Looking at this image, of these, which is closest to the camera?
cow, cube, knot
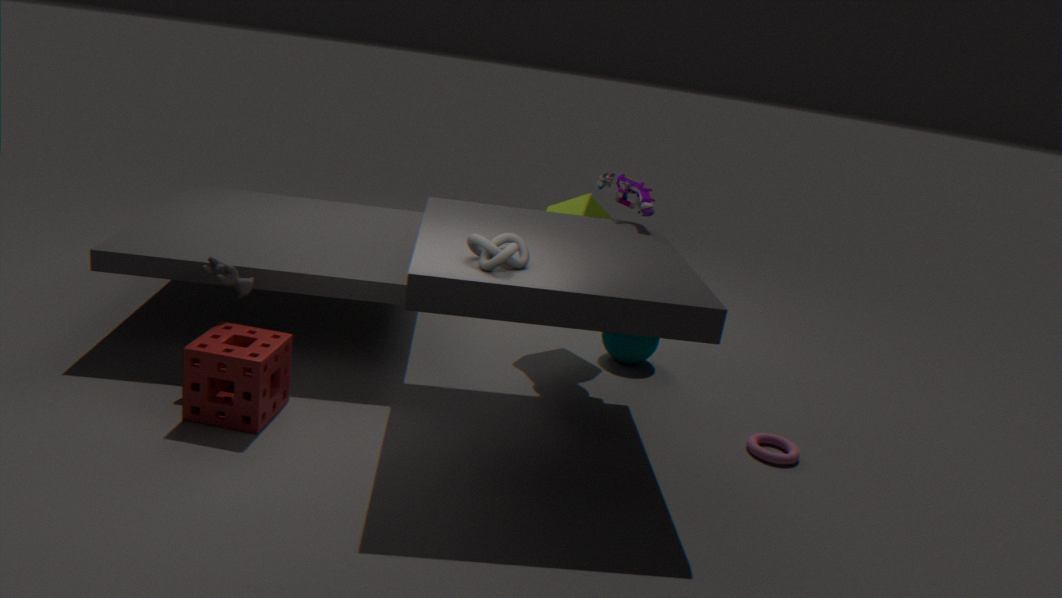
knot
